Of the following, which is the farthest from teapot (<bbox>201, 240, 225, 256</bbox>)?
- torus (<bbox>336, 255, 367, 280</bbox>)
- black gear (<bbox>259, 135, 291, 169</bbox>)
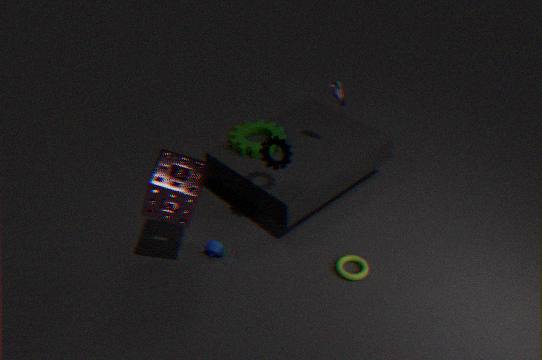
torus (<bbox>336, 255, 367, 280</bbox>)
